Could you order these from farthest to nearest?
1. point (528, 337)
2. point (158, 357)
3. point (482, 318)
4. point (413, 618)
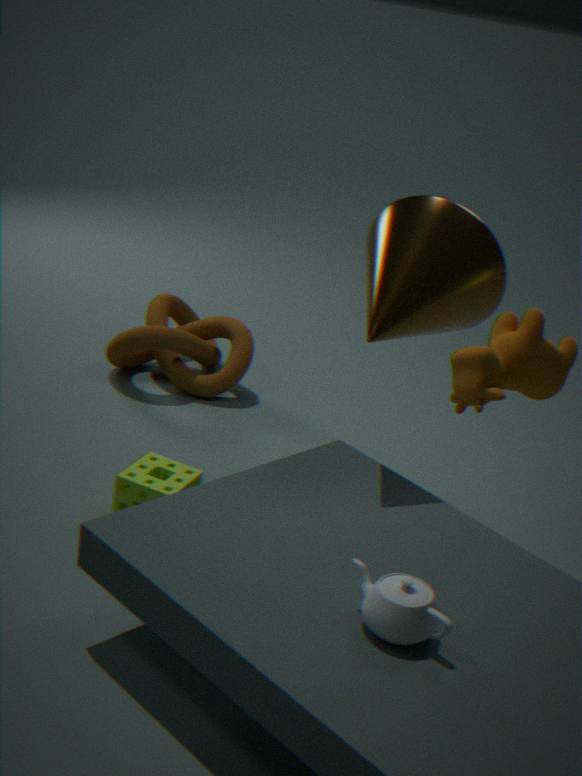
point (158, 357)
point (482, 318)
point (413, 618)
point (528, 337)
